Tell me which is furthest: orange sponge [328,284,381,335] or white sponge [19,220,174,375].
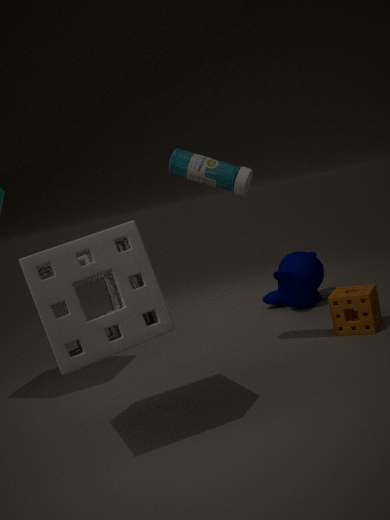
orange sponge [328,284,381,335]
